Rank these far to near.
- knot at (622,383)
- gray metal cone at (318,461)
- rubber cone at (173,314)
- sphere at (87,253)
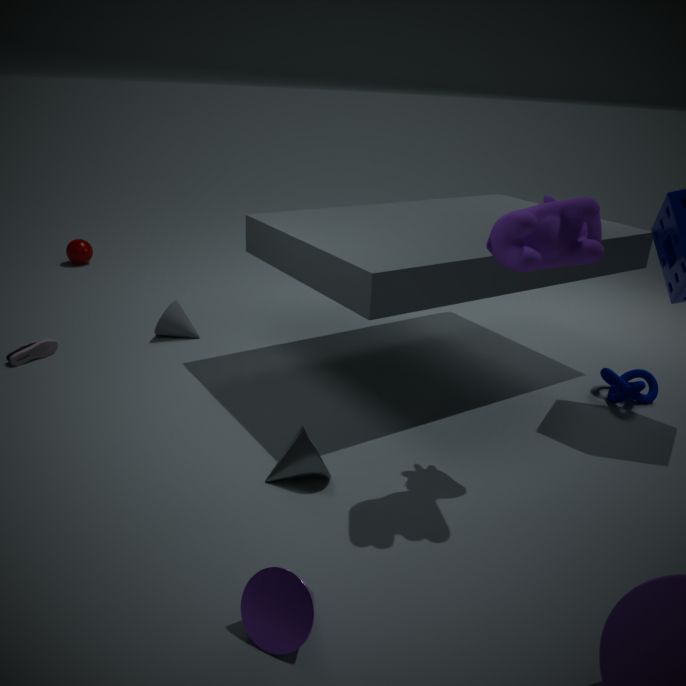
sphere at (87,253) < rubber cone at (173,314) < knot at (622,383) < gray metal cone at (318,461)
